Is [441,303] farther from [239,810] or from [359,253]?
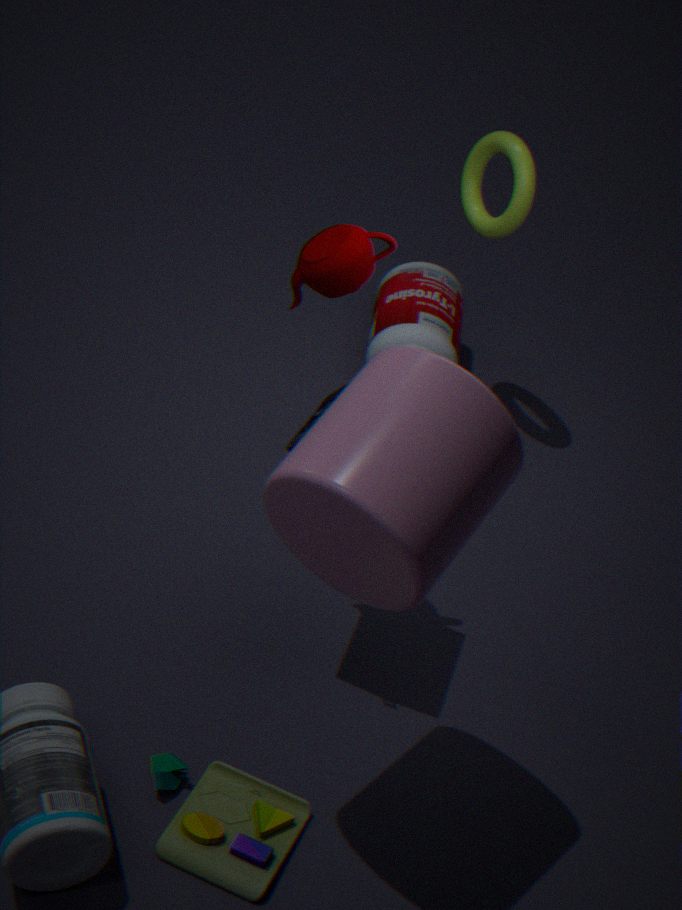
[239,810]
